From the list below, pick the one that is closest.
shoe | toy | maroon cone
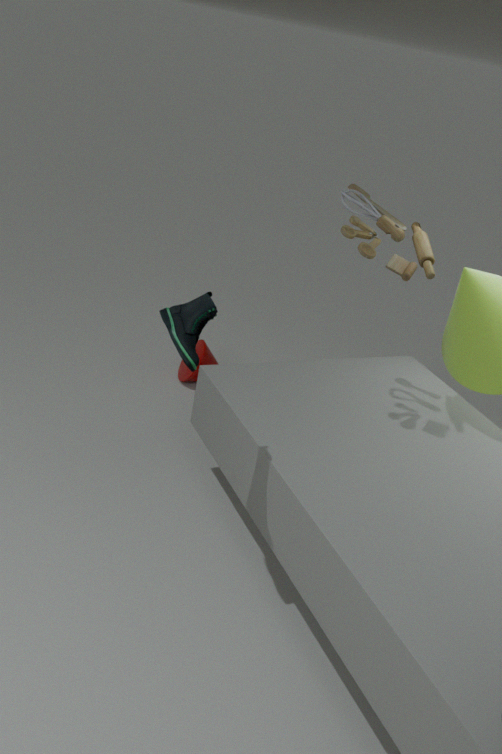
shoe
